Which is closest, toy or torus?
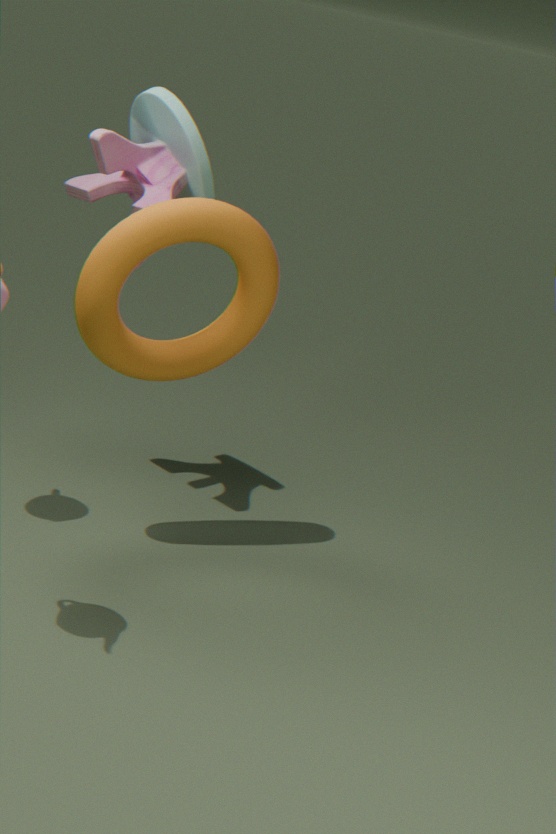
torus
